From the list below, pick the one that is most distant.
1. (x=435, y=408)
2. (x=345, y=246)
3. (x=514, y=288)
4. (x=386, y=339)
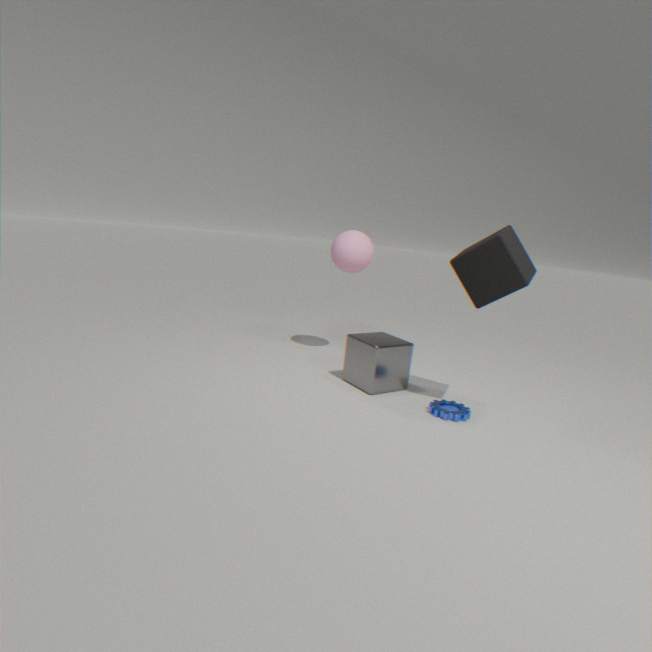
(x=345, y=246)
